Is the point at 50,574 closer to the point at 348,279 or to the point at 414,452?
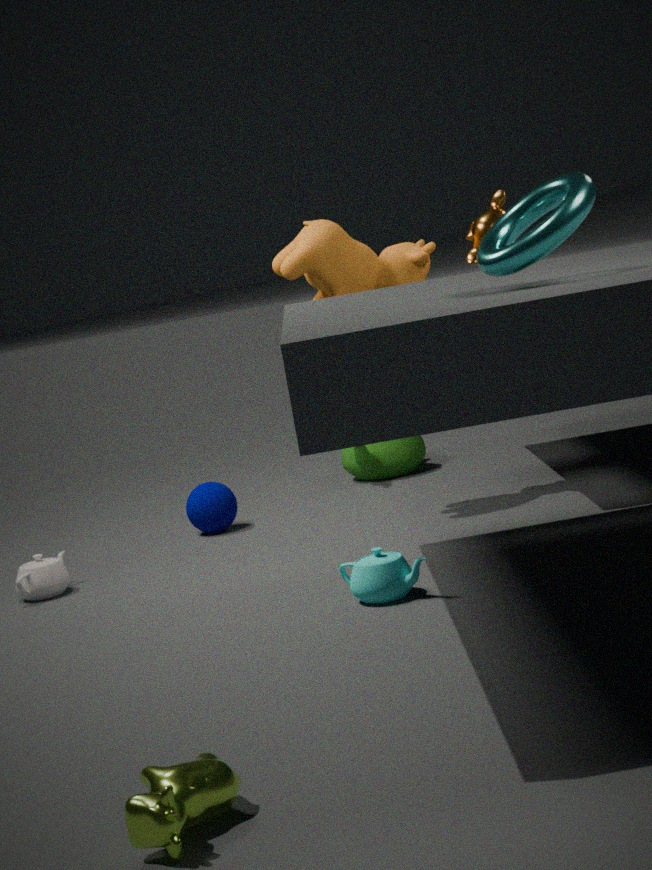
the point at 348,279
